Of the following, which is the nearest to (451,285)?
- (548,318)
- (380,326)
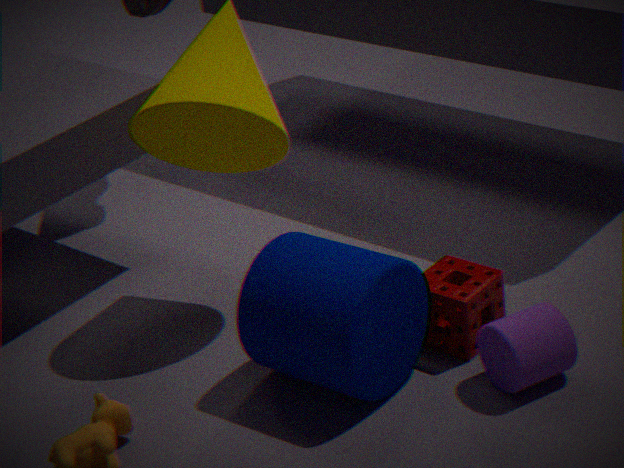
(548,318)
